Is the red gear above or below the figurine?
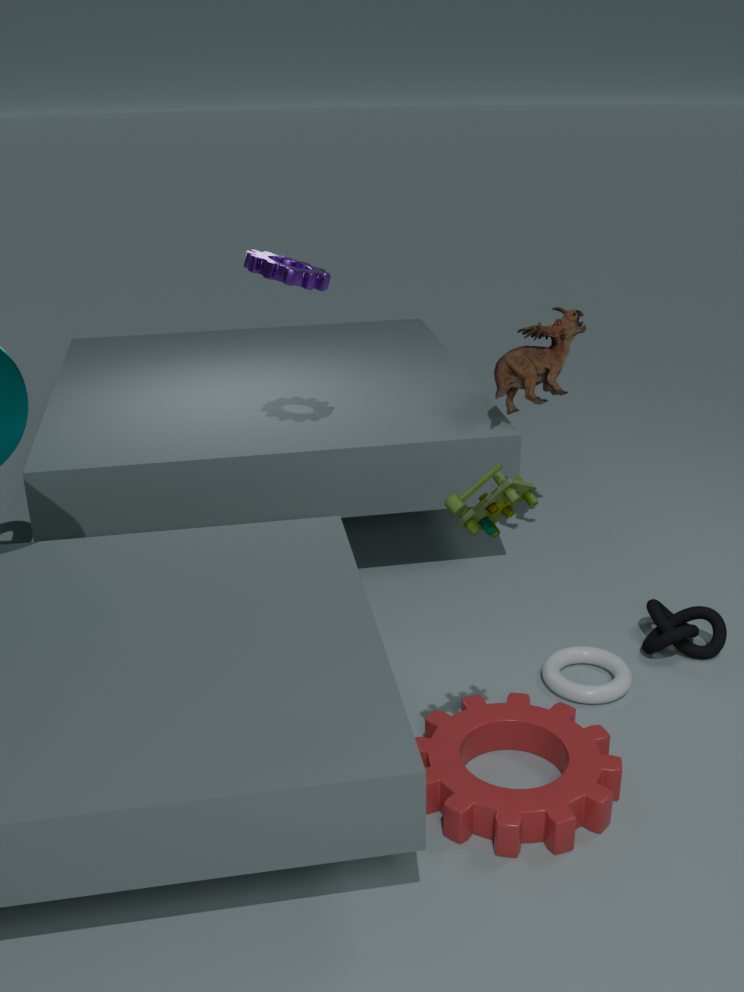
below
